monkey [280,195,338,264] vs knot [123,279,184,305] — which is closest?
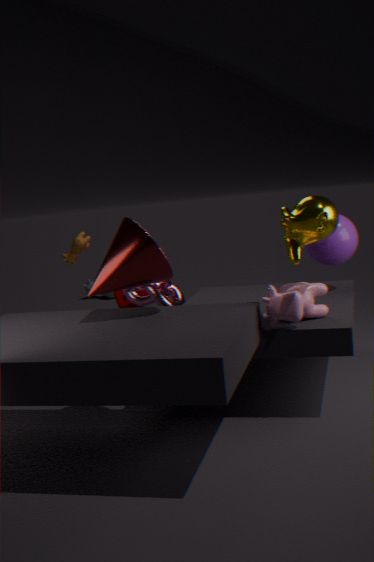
monkey [280,195,338,264]
